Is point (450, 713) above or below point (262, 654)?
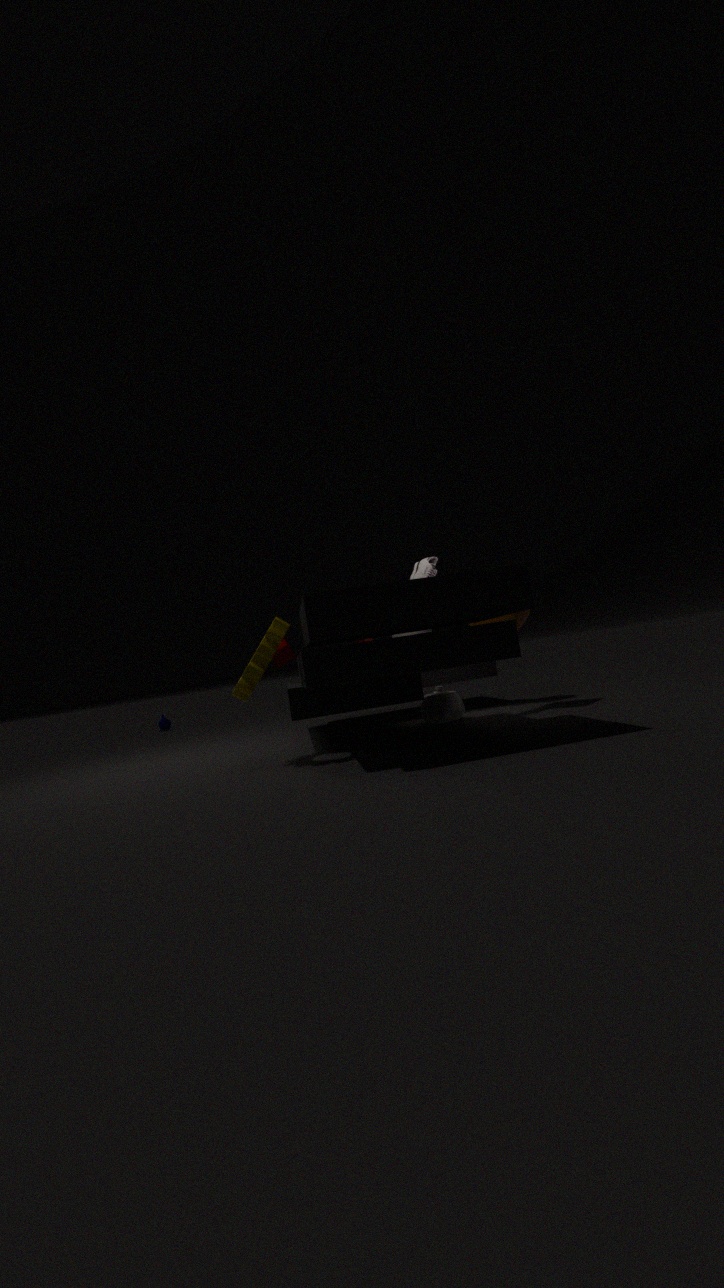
below
